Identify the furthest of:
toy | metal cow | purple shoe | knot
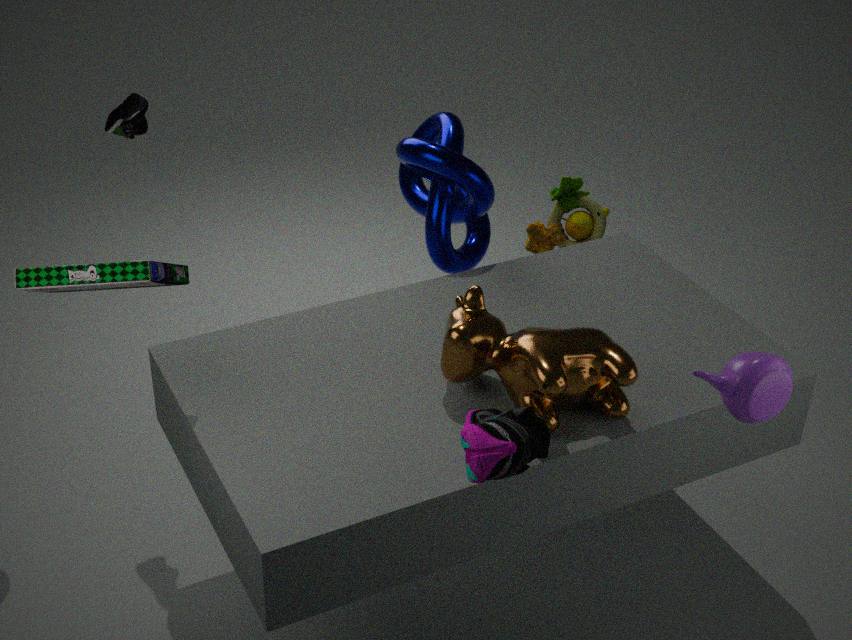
toy
